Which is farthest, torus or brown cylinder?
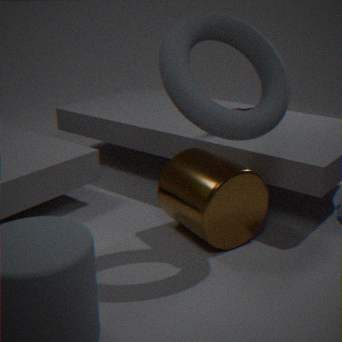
brown cylinder
